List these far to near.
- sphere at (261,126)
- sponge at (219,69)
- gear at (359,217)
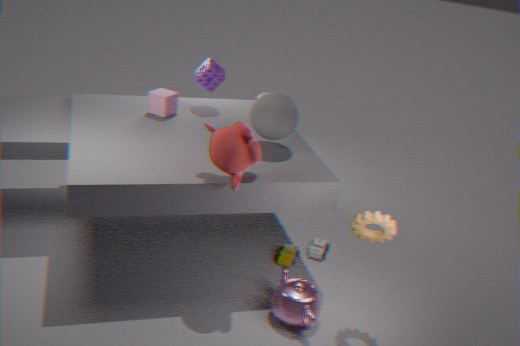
sponge at (219,69) → sphere at (261,126) → gear at (359,217)
